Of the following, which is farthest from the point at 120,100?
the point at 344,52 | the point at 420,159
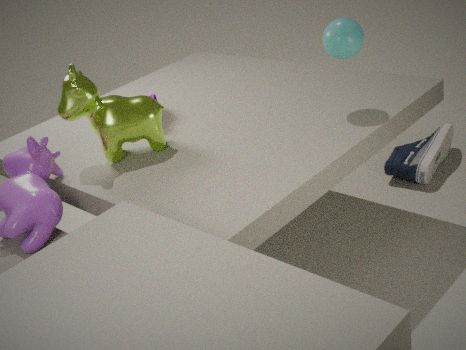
the point at 420,159
